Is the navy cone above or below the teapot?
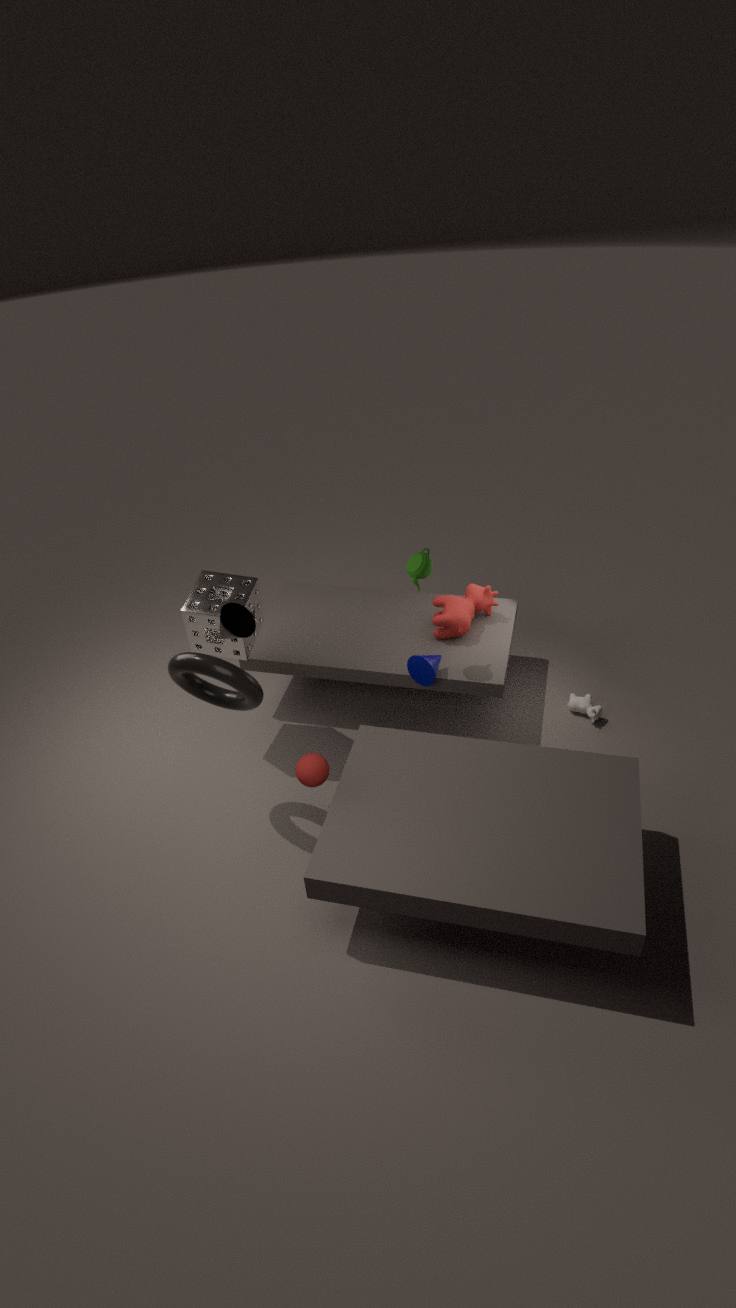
below
